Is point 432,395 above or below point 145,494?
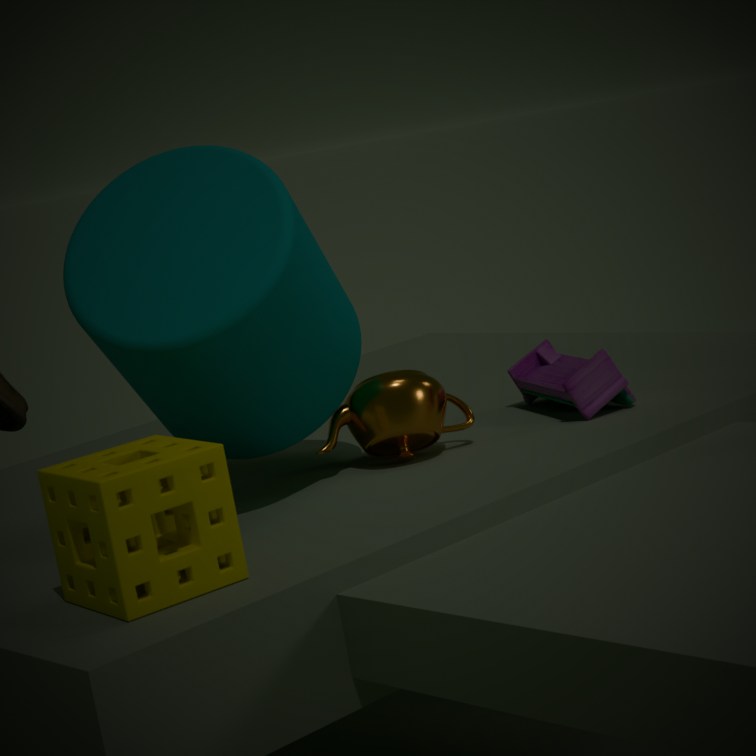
below
